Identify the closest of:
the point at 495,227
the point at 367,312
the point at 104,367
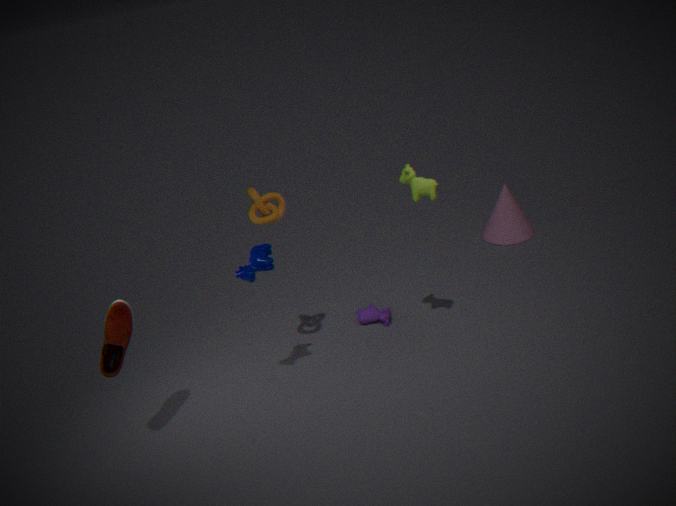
the point at 104,367
